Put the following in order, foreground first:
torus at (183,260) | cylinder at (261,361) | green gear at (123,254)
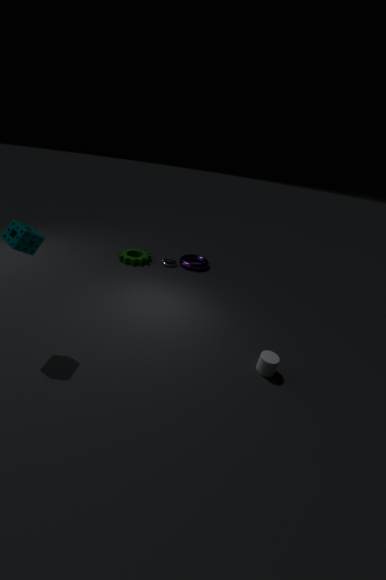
cylinder at (261,361)
green gear at (123,254)
torus at (183,260)
